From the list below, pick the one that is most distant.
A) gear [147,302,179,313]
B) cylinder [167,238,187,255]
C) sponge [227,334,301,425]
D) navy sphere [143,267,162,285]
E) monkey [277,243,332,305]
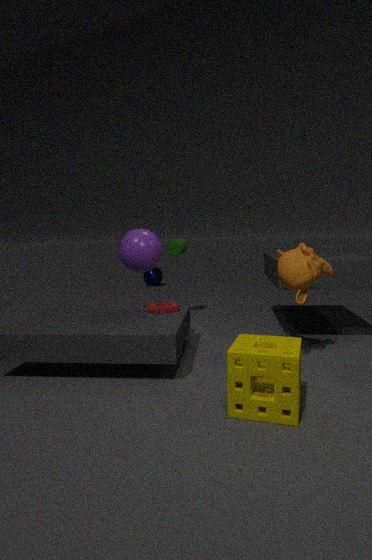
navy sphere [143,267,162,285]
